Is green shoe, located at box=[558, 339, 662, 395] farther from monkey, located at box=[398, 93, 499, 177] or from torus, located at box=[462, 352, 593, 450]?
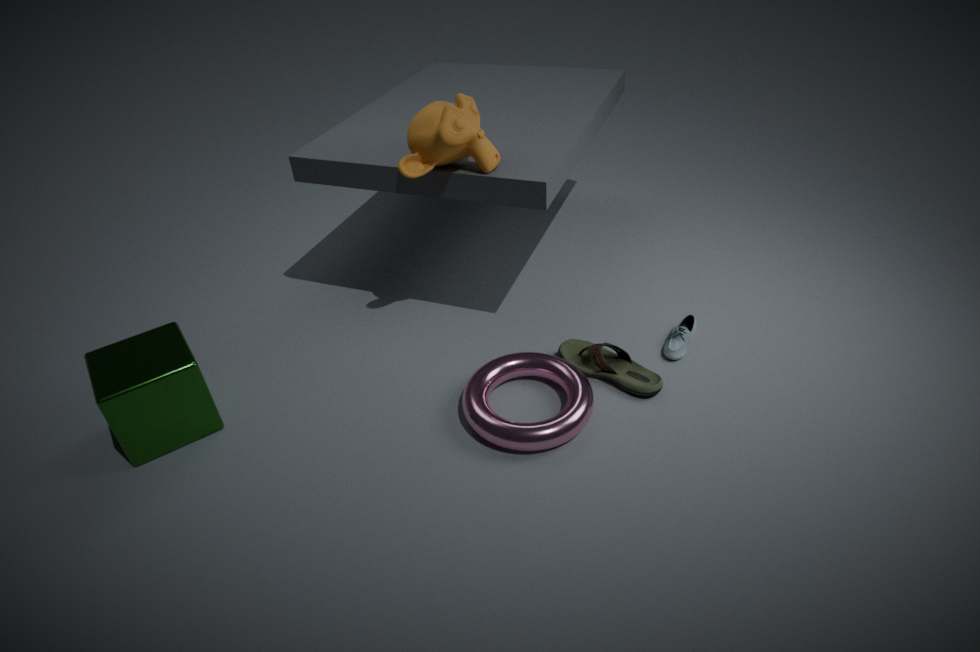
monkey, located at box=[398, 93, 499, 177]
